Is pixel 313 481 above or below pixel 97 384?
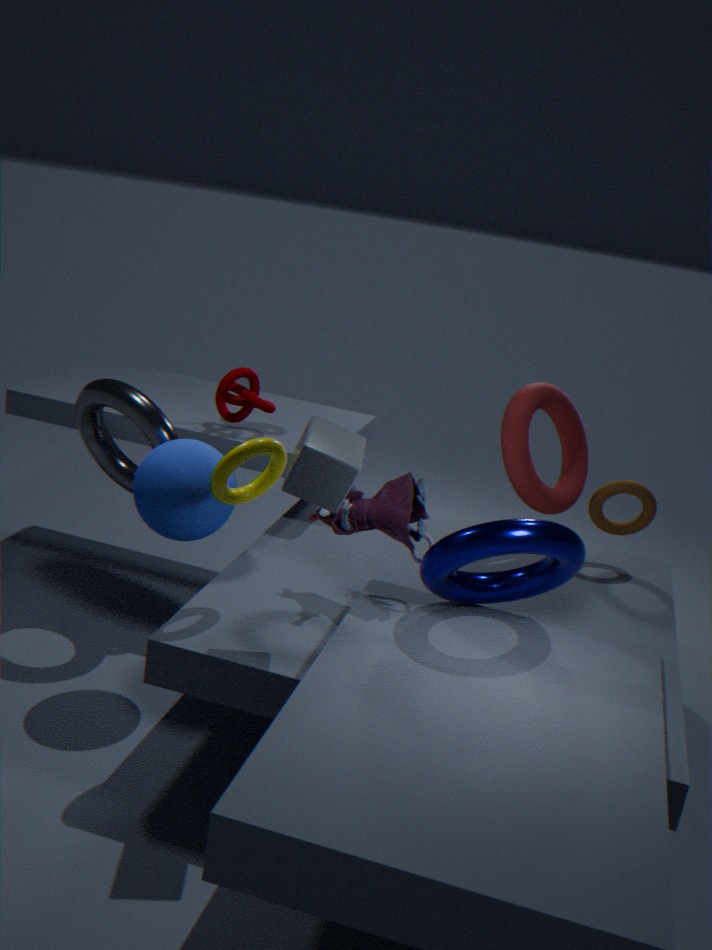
above
